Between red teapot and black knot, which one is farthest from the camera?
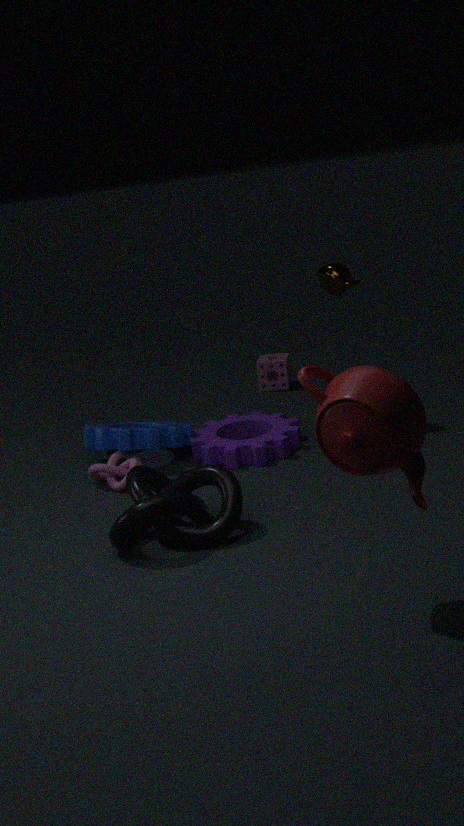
black knot
